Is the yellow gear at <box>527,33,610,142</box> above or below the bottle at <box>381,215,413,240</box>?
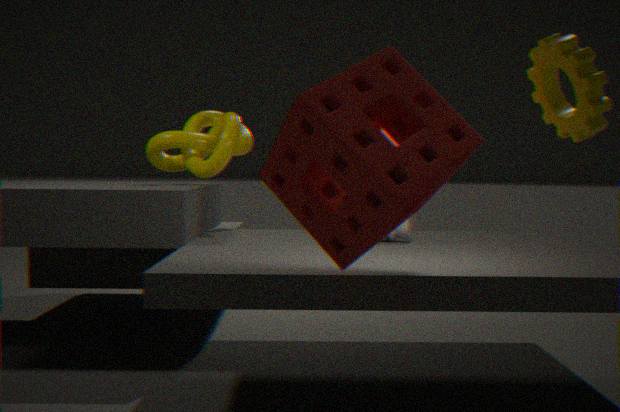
above
